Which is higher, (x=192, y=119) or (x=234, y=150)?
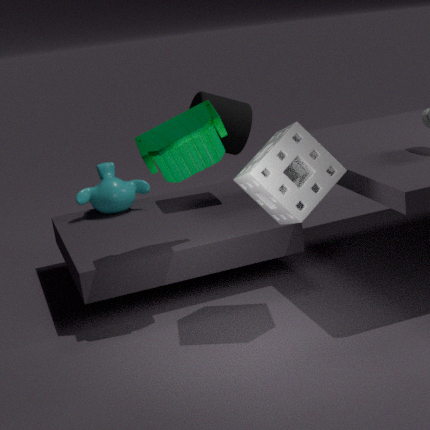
(x=192, y=119)
